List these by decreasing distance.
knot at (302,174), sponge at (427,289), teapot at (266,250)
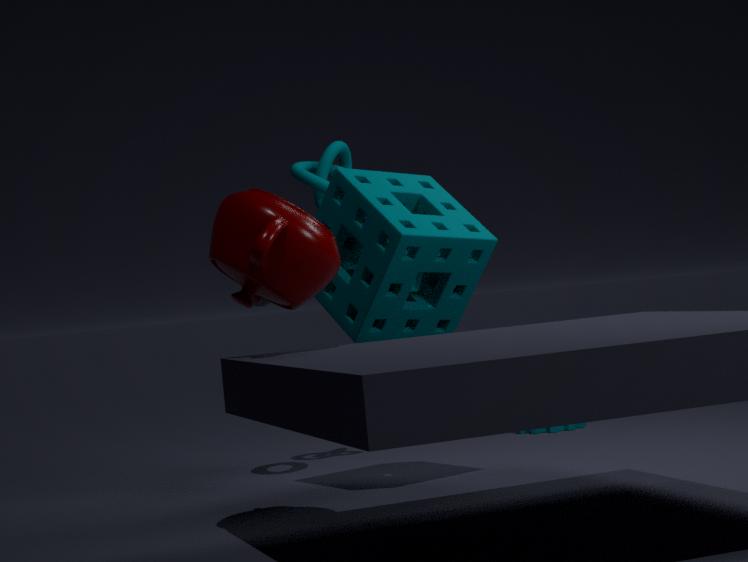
knot at (302,174) < sponge at (427,289) < teapot at (266,250)
